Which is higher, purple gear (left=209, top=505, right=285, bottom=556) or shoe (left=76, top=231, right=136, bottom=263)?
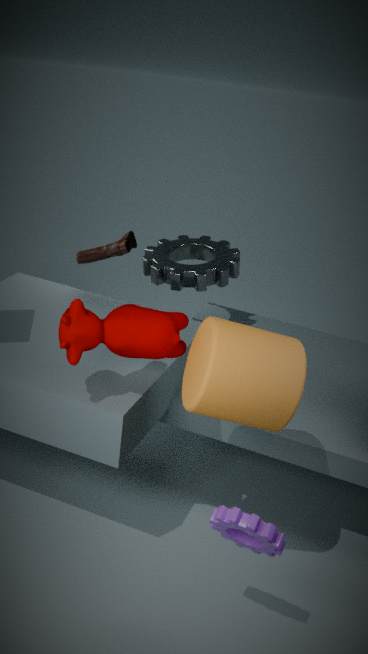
shoe (left=76, top=231, right=136, bottom=263)
